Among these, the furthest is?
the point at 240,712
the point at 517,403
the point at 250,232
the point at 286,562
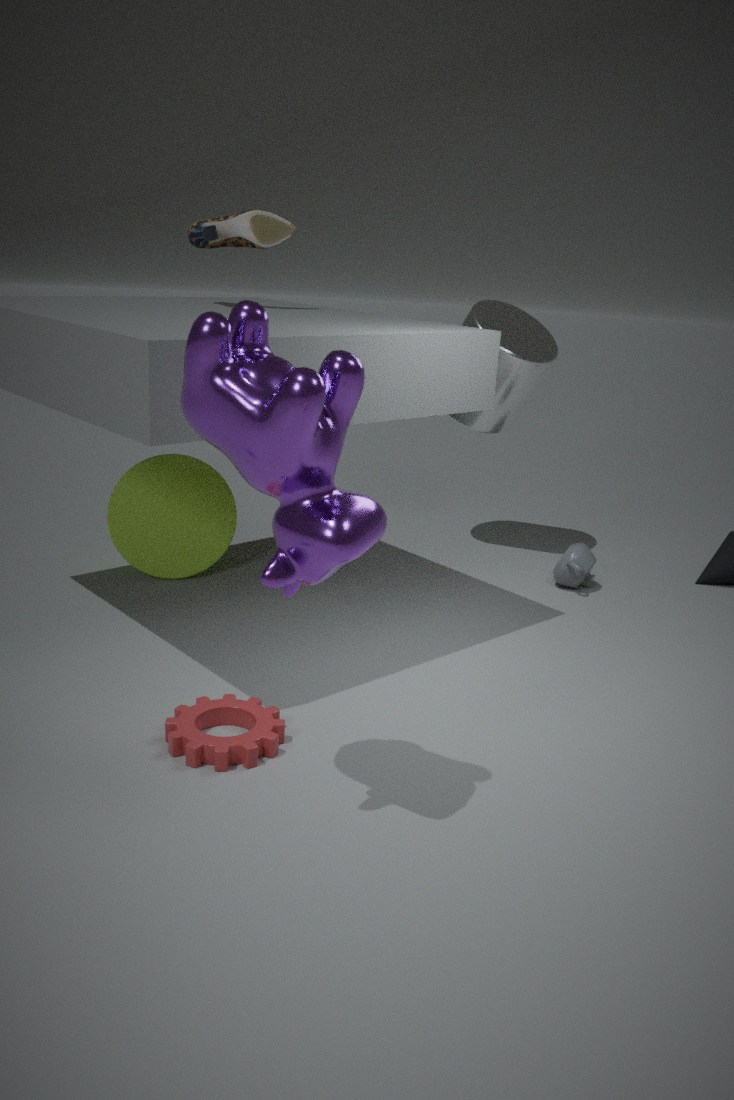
the point at 517,403
